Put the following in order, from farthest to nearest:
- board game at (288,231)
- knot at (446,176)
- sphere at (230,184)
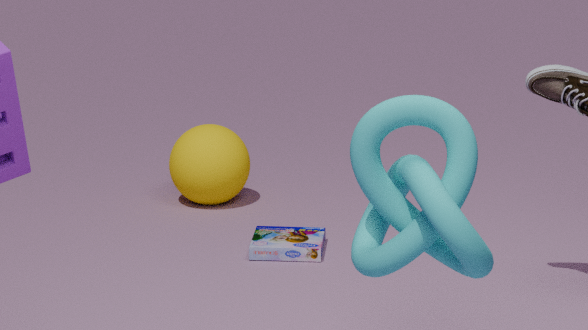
1. sphere at (230,184)
2. board game at (288,231)
3. knot at (446,176)
